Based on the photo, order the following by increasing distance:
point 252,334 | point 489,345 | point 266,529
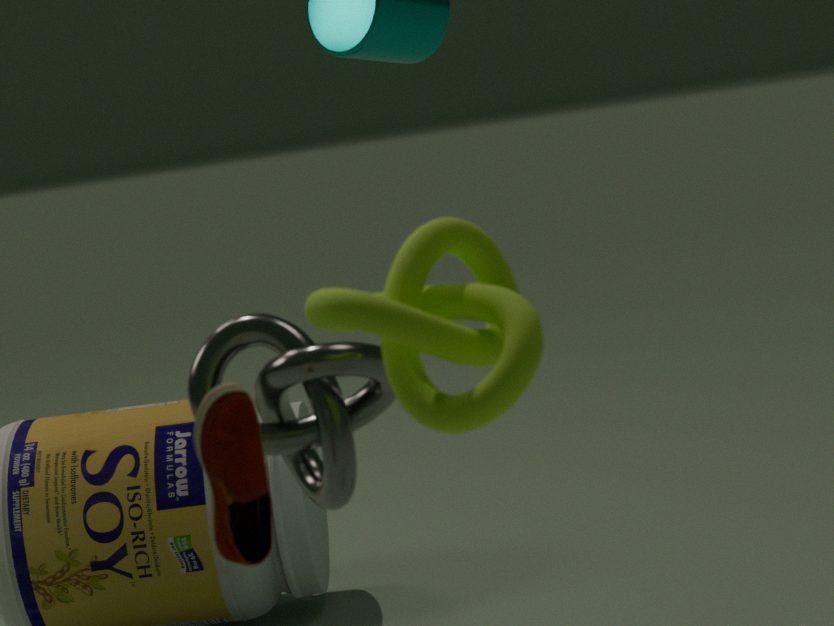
point 489,345, point 266,529, point 252,334
